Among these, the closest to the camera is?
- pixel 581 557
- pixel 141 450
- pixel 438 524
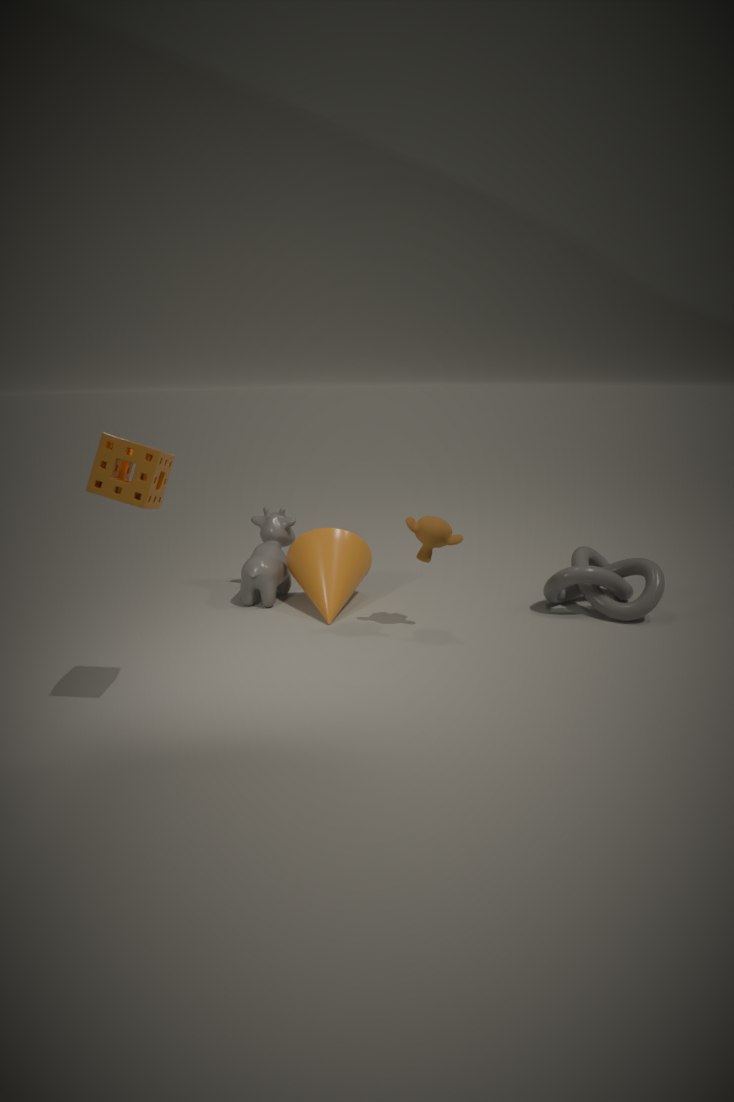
pixel 141 450
